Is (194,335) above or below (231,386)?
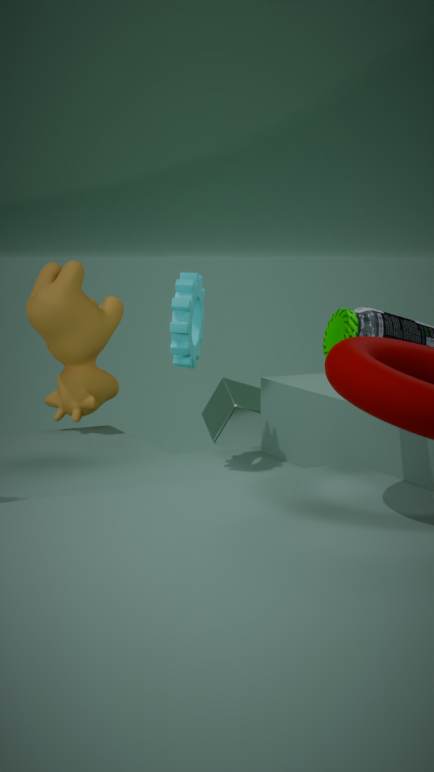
above
